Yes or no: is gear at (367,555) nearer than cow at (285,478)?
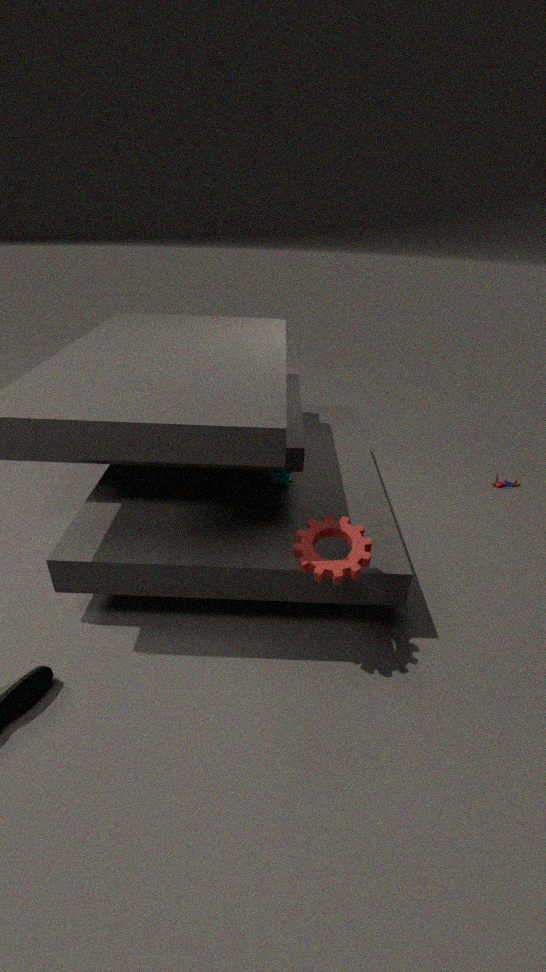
Yes
